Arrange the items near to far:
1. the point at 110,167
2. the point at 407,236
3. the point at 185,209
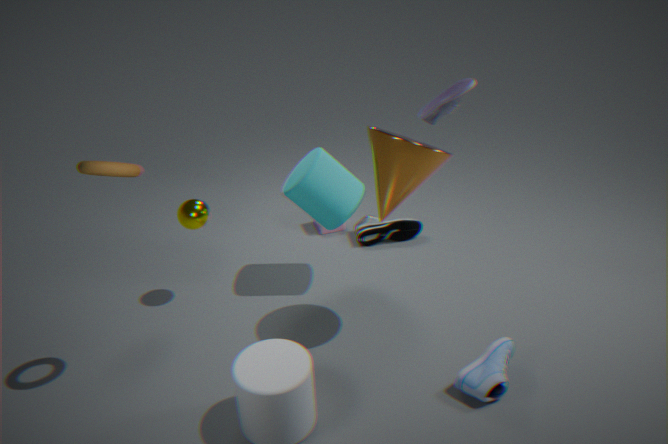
1. the point at 110,167
2. the point at 185,209
3. the point at 407,236
